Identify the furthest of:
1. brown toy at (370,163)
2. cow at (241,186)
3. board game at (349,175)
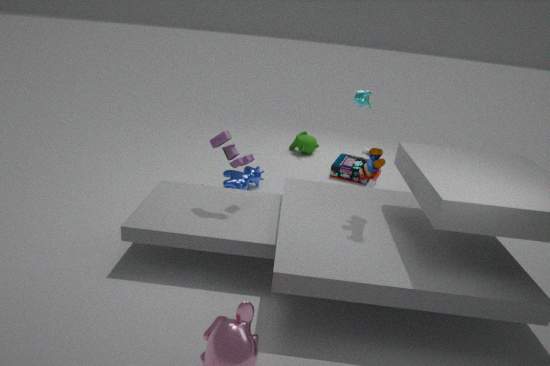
board game at (349,175)
